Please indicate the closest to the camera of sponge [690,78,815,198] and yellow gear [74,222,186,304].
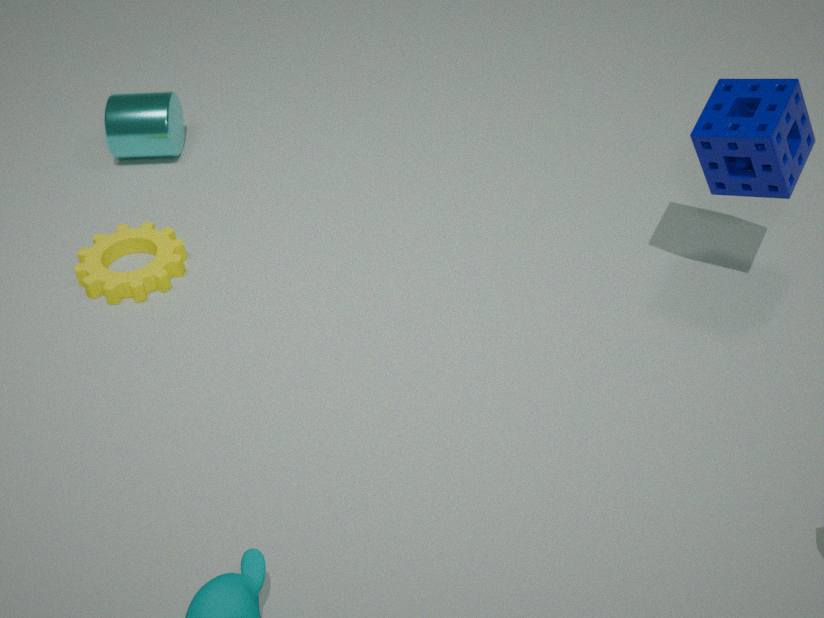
sponge [690,78,815,198]
